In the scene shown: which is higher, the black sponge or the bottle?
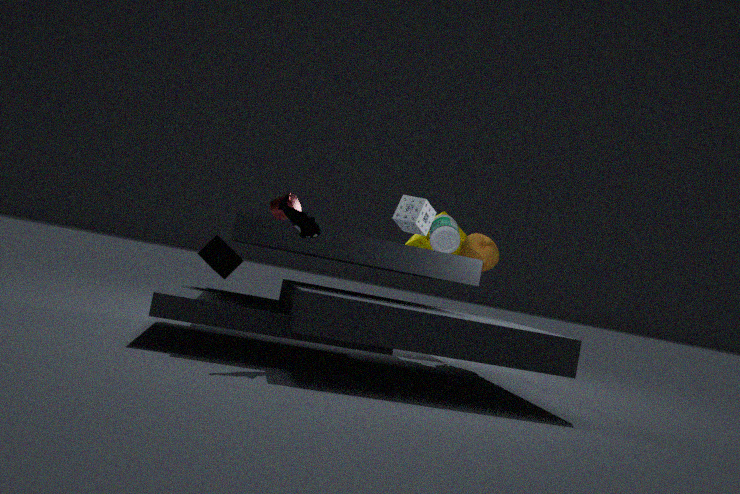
the bottle
